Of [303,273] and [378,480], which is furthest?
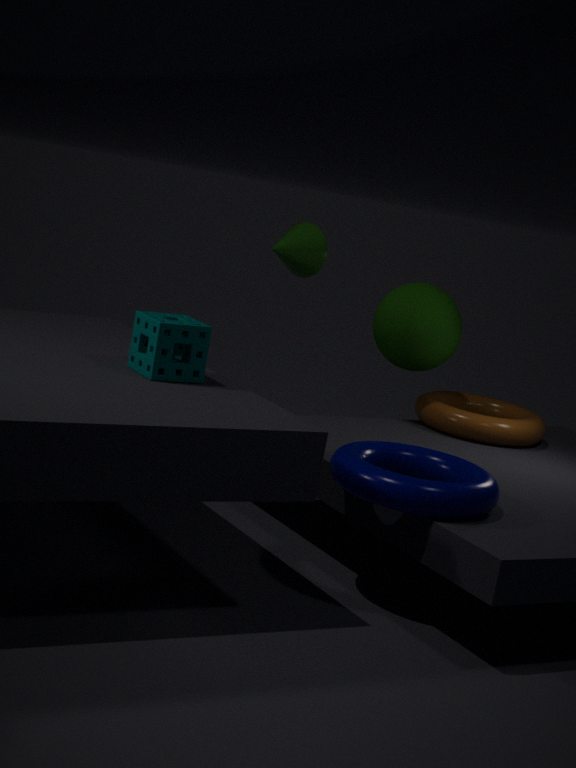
[303,273]
